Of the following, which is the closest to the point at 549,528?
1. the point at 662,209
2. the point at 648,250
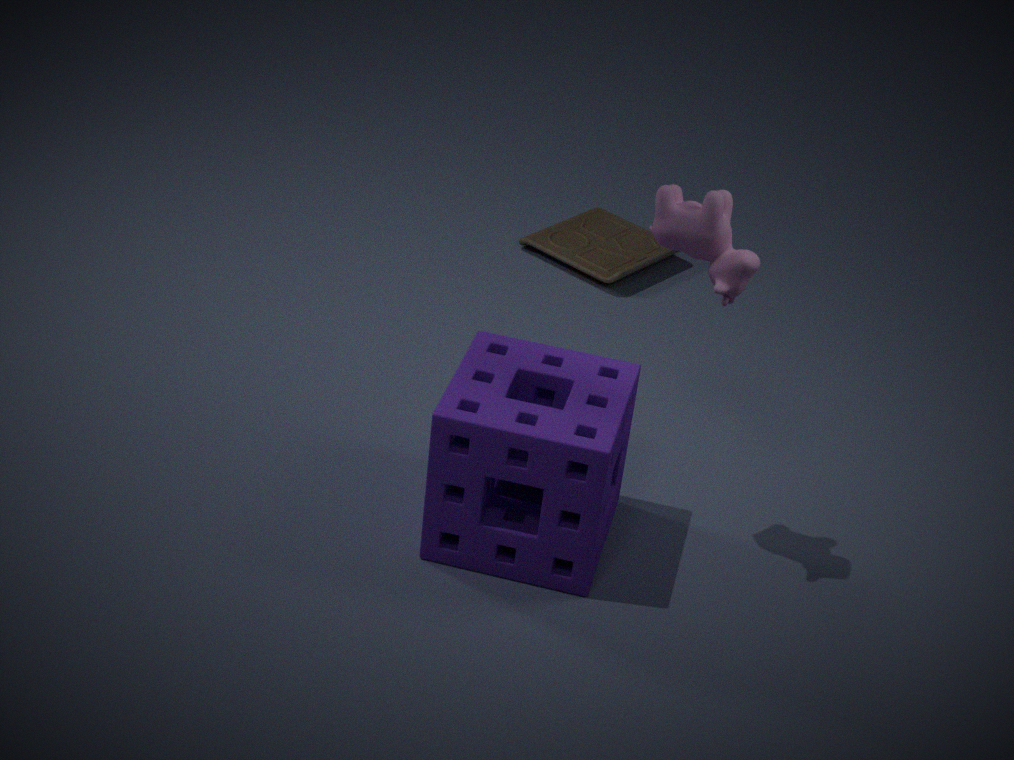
the point at 662,209
